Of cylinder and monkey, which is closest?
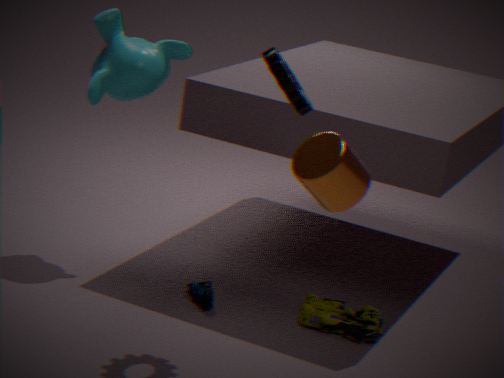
cylinder
